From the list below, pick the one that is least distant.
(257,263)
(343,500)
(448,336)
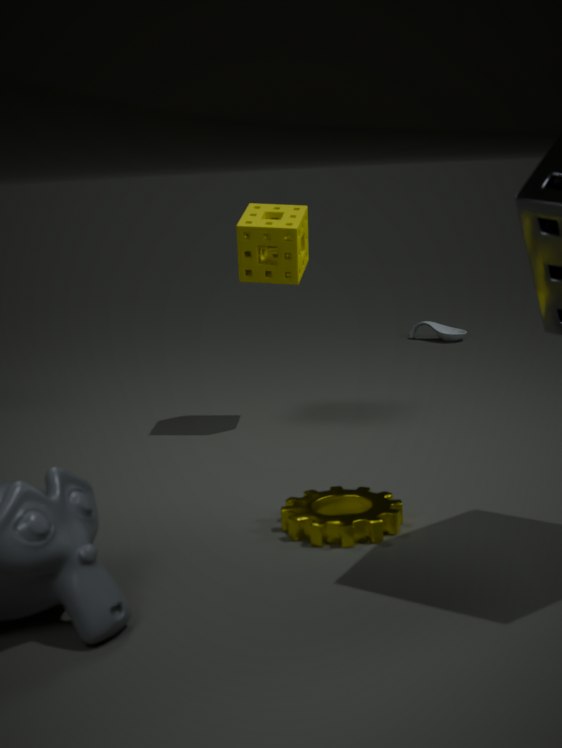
(343,500)
